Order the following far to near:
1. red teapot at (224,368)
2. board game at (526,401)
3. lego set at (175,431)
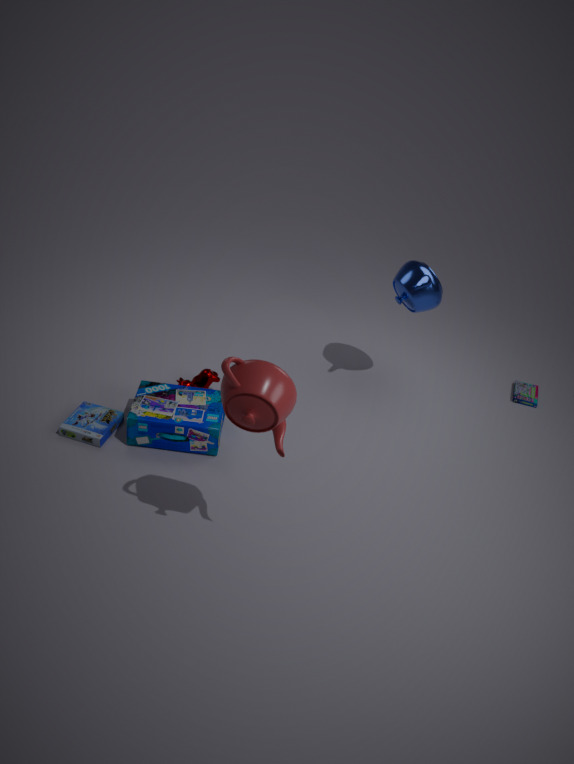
board game at (526,401), lego set at (175,431), red teapot at (224,368)
